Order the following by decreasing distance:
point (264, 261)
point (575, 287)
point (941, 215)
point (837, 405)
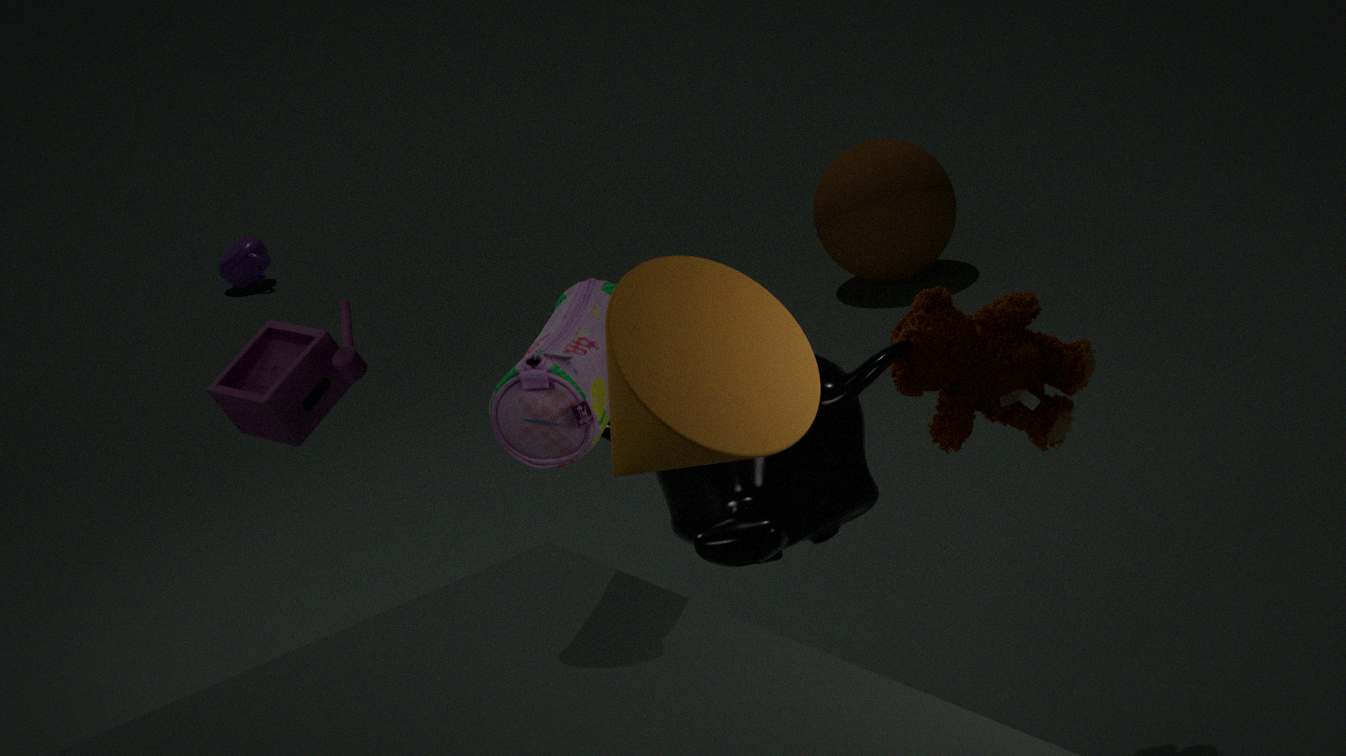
point (264, 261), point (941, 215), point (837, 405), point (575, 287)
